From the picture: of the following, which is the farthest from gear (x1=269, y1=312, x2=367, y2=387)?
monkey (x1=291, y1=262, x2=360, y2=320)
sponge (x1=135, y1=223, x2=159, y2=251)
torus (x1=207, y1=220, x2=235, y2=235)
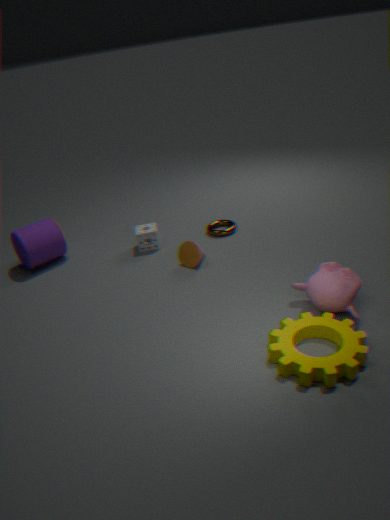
sponge (x1=135, y1=223, x2=159, y2=251)
